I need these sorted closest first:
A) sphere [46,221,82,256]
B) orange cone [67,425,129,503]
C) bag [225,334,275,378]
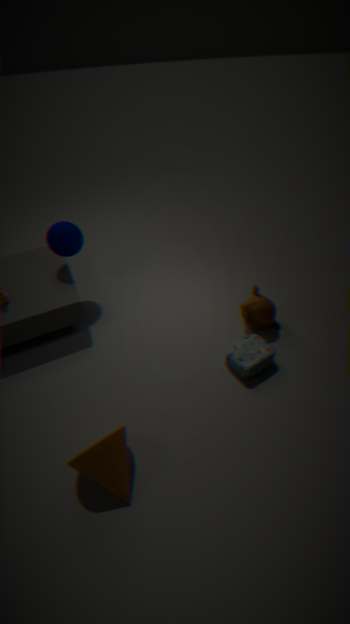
orange cone [67,425,129,503], bag [225,334,275,378], sphere [46,221,82,256]
